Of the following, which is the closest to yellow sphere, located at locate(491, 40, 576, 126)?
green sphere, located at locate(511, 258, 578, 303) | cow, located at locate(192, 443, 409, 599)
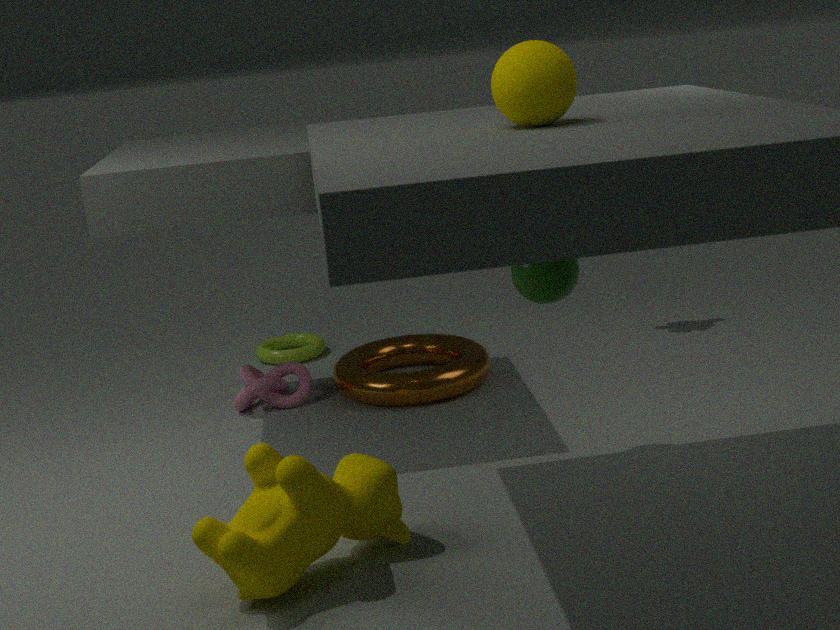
green sphere, located at locate(511, 258, 578, 303)
